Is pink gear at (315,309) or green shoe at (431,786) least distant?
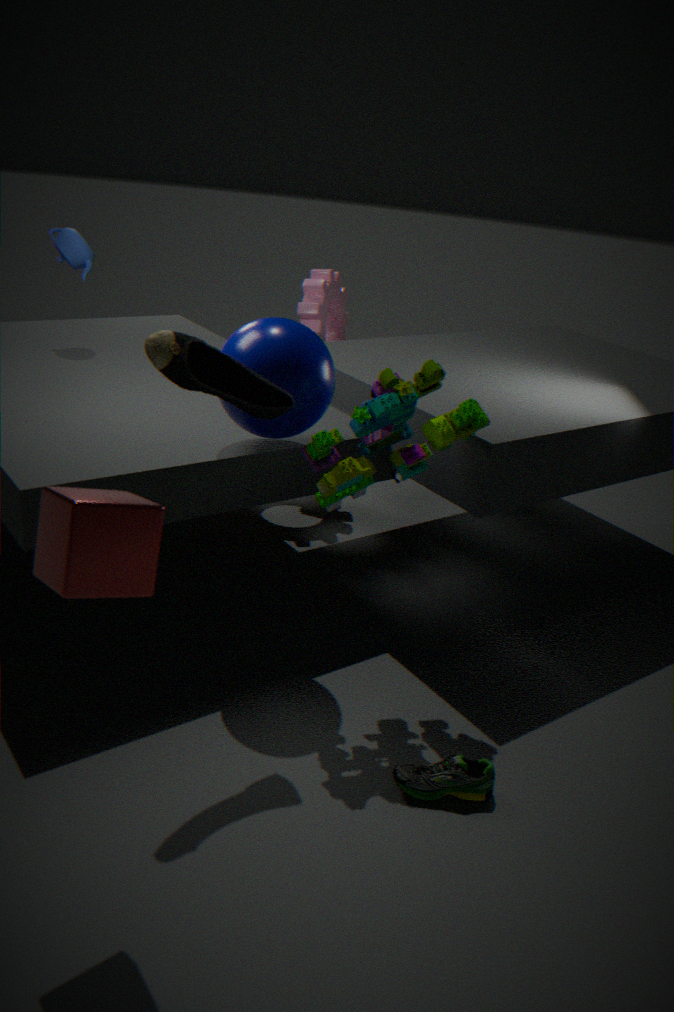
green shoe at (431,786)
